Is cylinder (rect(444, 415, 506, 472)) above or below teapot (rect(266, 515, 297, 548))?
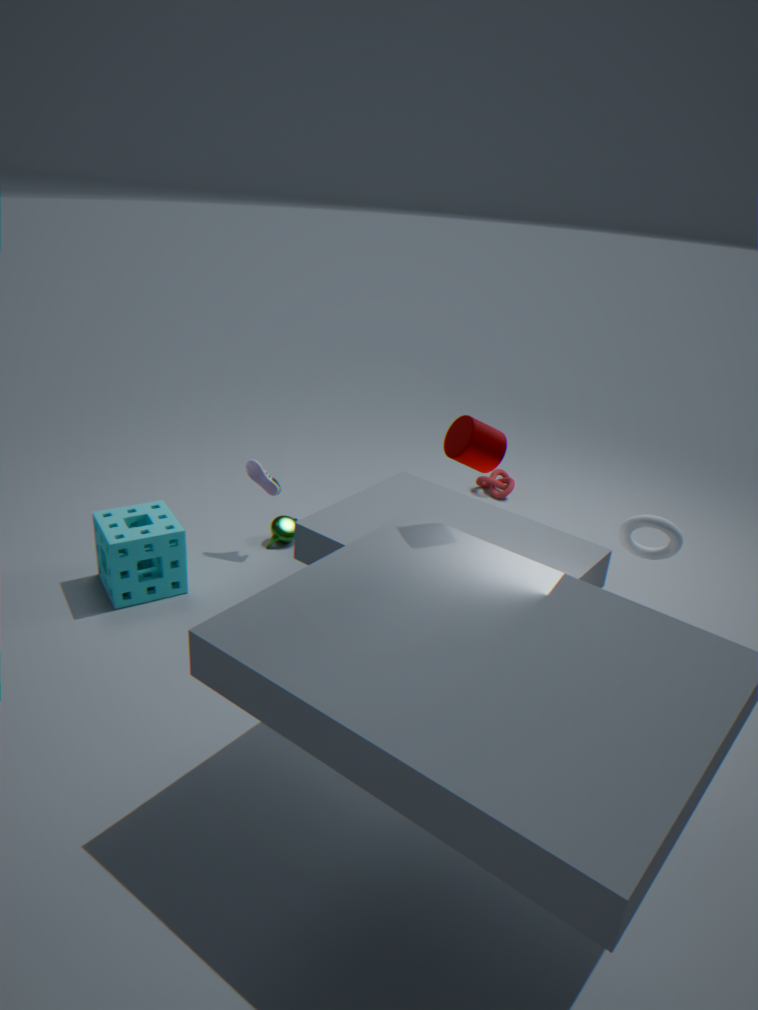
above
